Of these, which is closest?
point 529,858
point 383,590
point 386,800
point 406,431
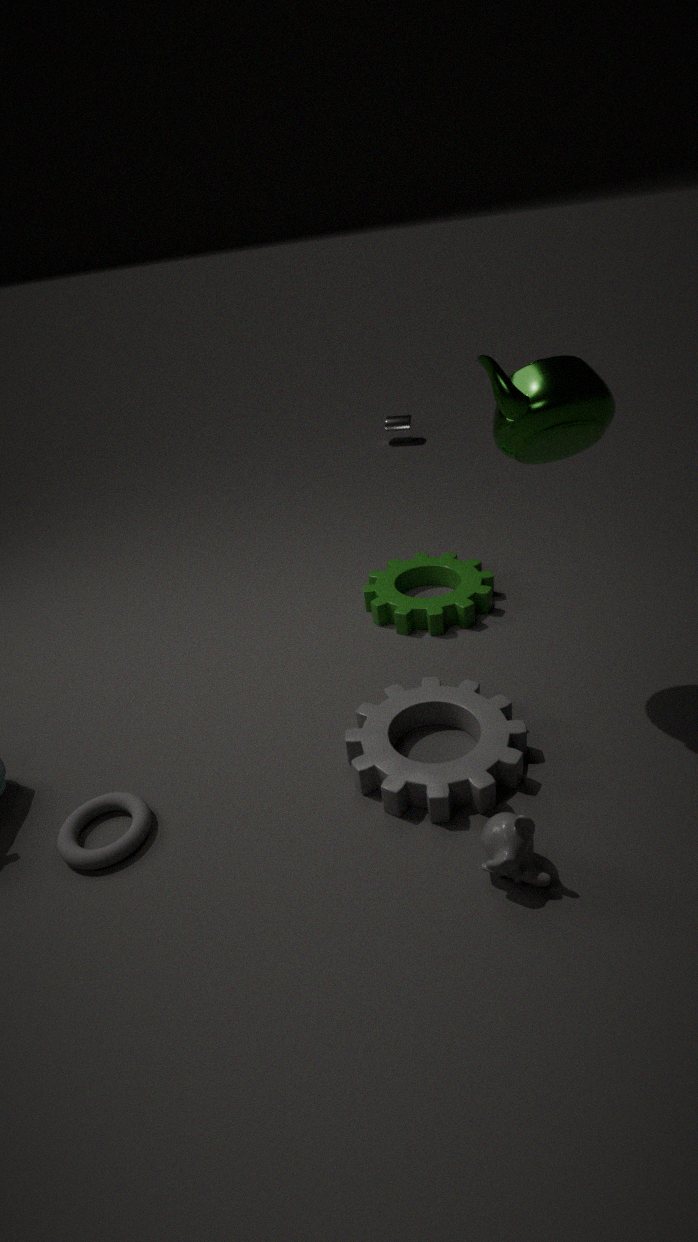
point 529,858
